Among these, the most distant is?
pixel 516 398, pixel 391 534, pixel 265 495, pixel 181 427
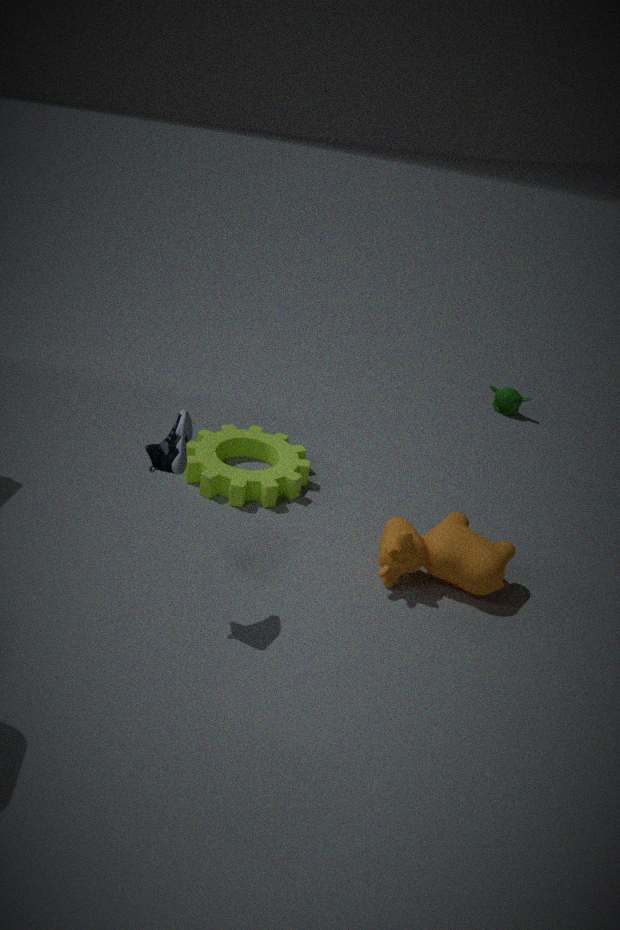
pixel 516 398
